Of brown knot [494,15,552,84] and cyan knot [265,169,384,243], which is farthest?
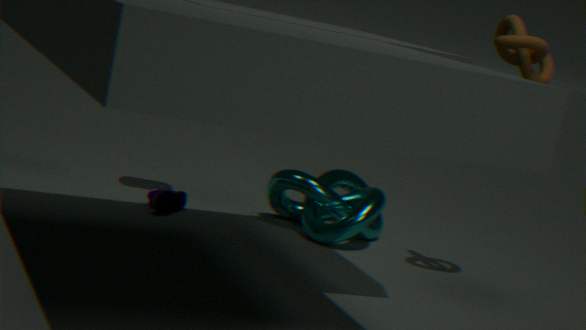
cyan knot [265,169,384,243]
